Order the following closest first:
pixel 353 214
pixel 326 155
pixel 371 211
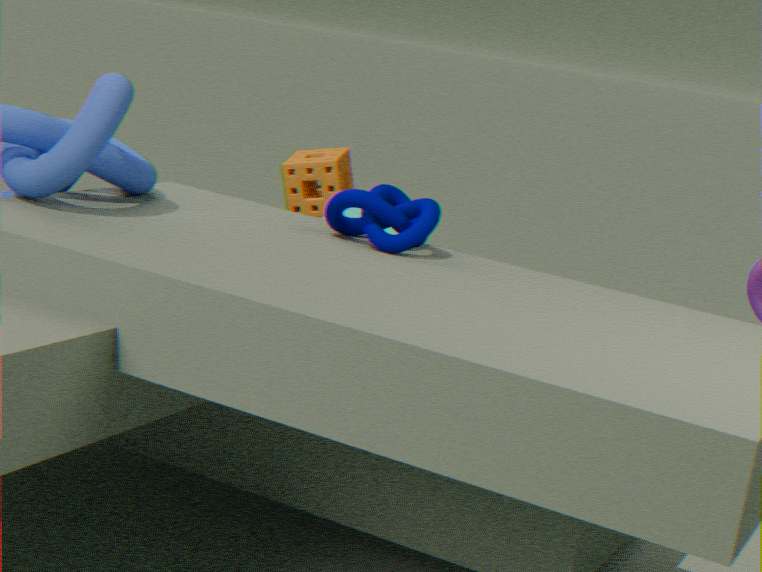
1. pixel 371 211
2. pixel 353 214
3. pixel 326 155
